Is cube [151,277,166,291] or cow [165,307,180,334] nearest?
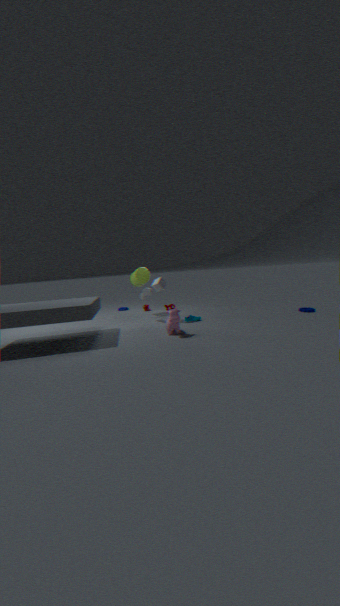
cow [165,307,180,334]
